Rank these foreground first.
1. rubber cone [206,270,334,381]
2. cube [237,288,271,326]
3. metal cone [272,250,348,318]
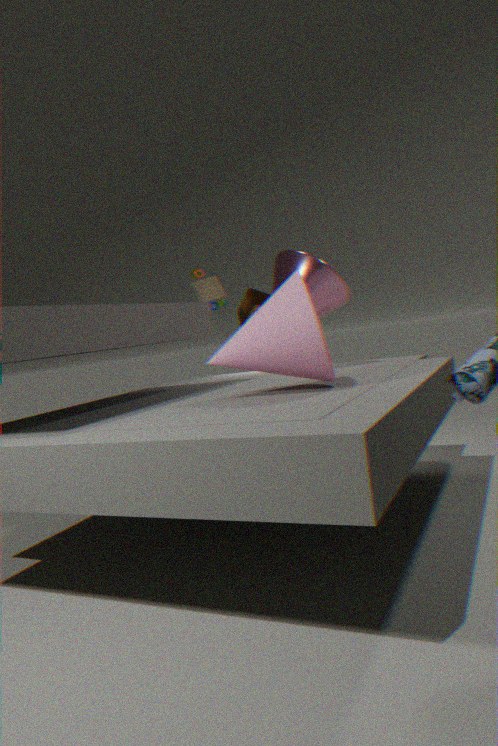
rubber cone [206,270,334,381], metal cone [272,250,348,318], cube [237,288,271,326]
